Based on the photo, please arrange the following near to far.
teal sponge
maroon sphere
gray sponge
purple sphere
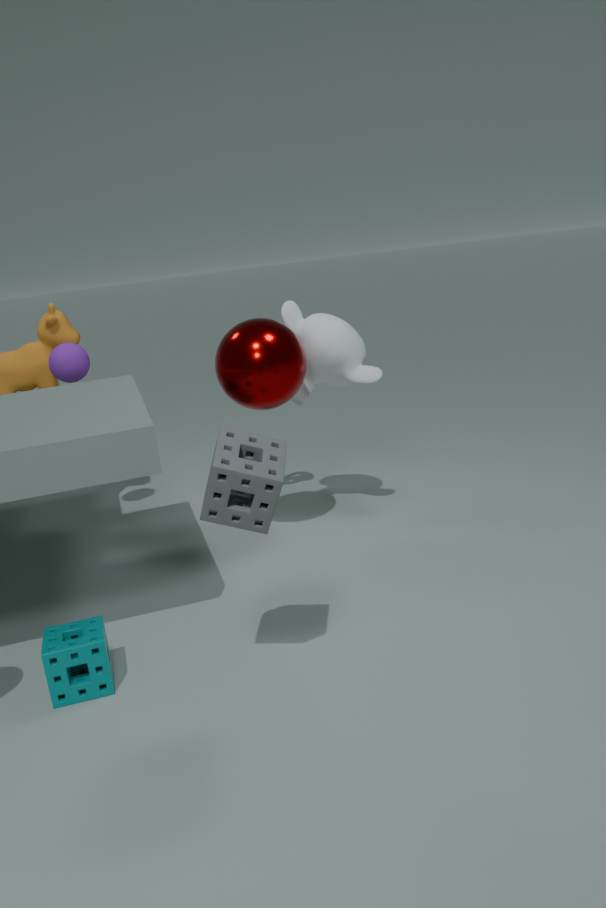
gray sponge → teal sponge → maroon sphere → purple sphere
